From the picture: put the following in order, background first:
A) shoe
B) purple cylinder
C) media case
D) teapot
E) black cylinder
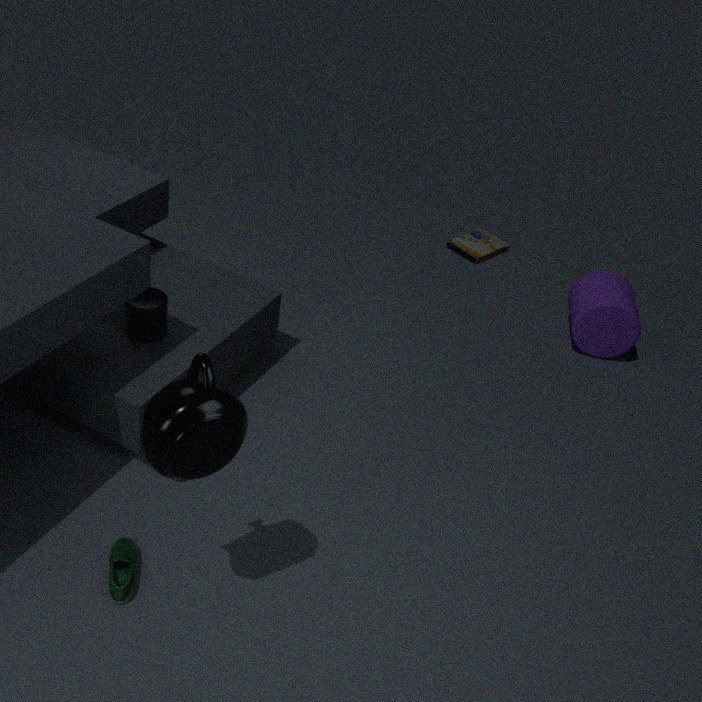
media case, purple cylinder, black cylinder, shoe, teapot
